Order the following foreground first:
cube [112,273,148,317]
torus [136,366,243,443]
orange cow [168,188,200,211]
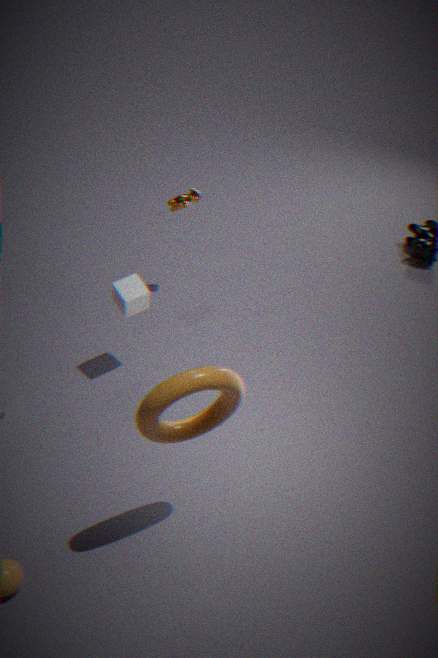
1. torus [136,366,243,443]
2. cube [112,273,148,317]
3. orange cow [168,188,200,211]
